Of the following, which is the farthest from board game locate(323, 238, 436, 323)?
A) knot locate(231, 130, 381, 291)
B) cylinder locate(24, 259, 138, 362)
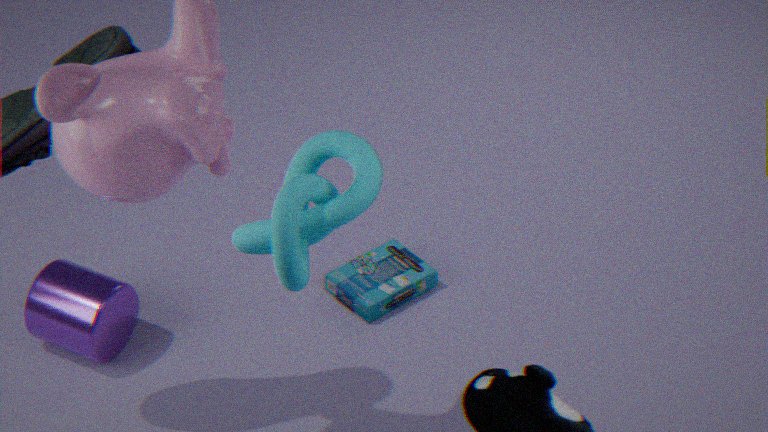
knot locate(231, 130, 381, 291)
